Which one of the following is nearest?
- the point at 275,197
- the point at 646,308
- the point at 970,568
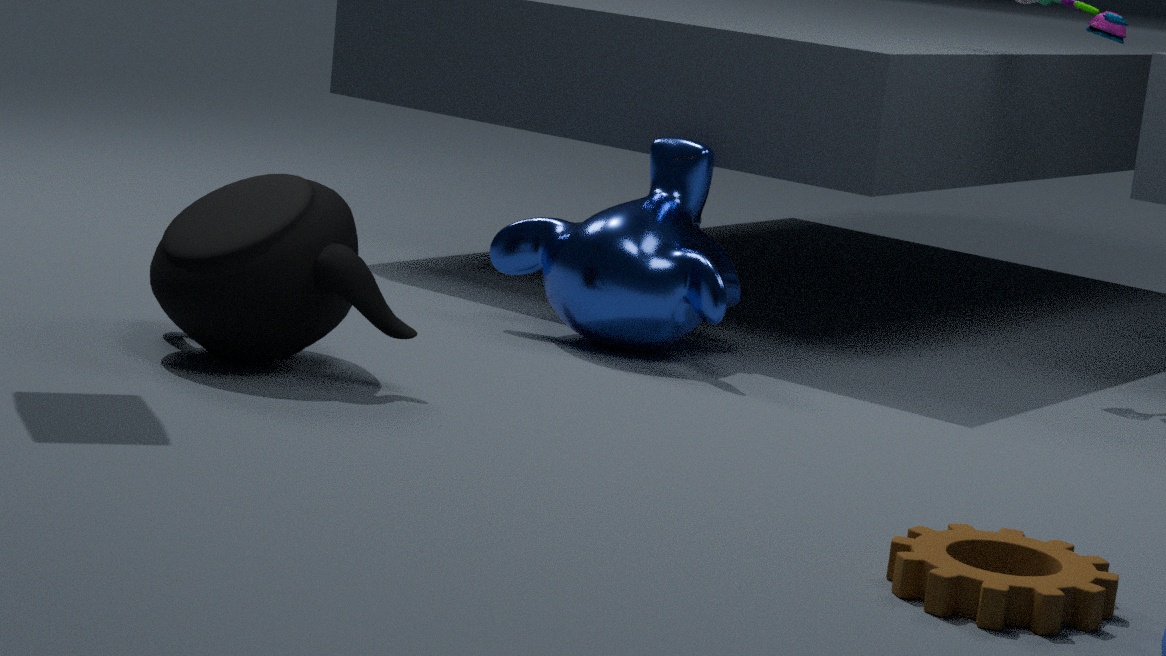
the point at 970,568
